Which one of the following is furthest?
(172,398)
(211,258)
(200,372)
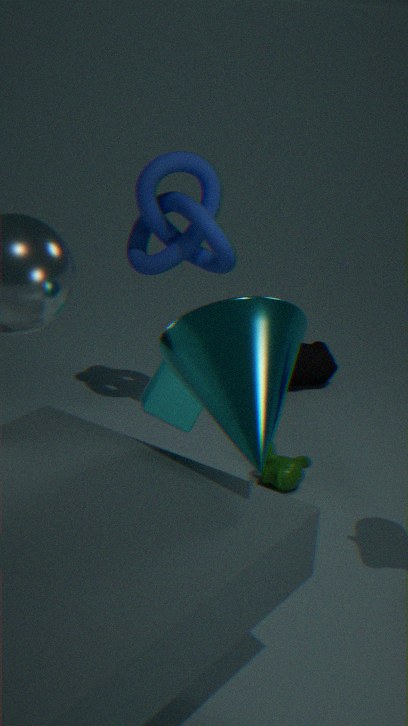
(211,258)
